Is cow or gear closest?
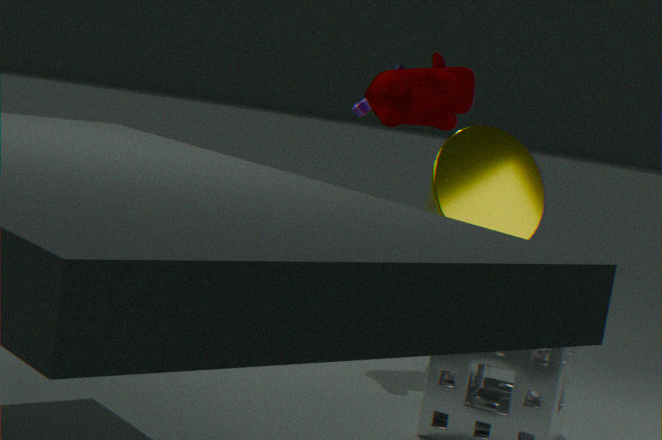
cow
